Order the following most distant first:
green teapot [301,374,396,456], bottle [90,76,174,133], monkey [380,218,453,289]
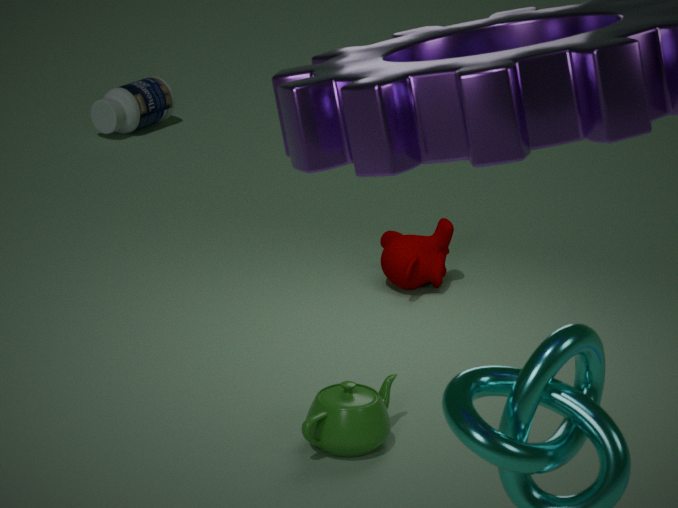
bottle [90,76,174,133], monkey [380,218,453,289], green teapot [301,374,396,456]
